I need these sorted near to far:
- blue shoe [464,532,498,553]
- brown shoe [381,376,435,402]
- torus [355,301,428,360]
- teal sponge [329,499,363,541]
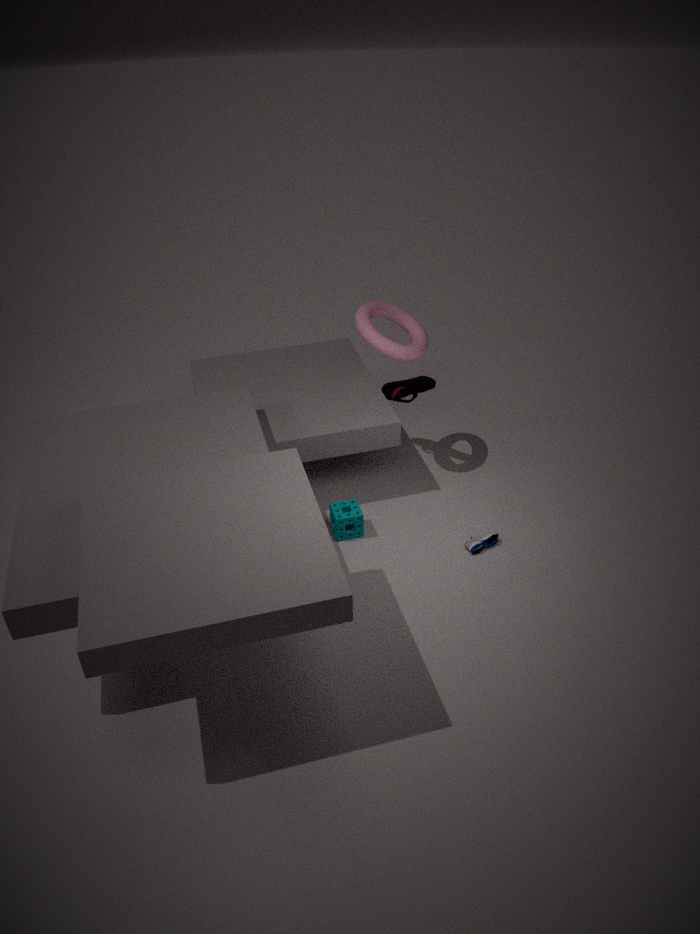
blue shoe [464,532,498,553]
teal sponge [329,499,363,541]
torus [355,301,428,360]
brown shoe [381,376,435,402]
